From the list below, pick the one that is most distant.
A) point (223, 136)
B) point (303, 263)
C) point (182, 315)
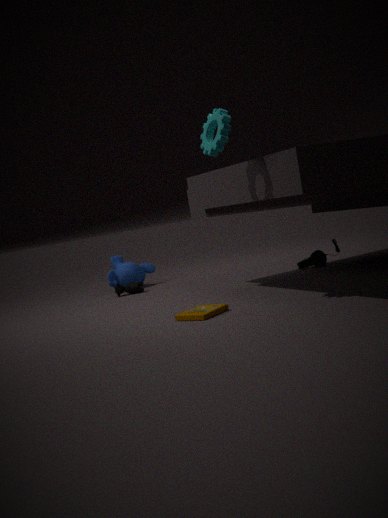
point (303, 263)
